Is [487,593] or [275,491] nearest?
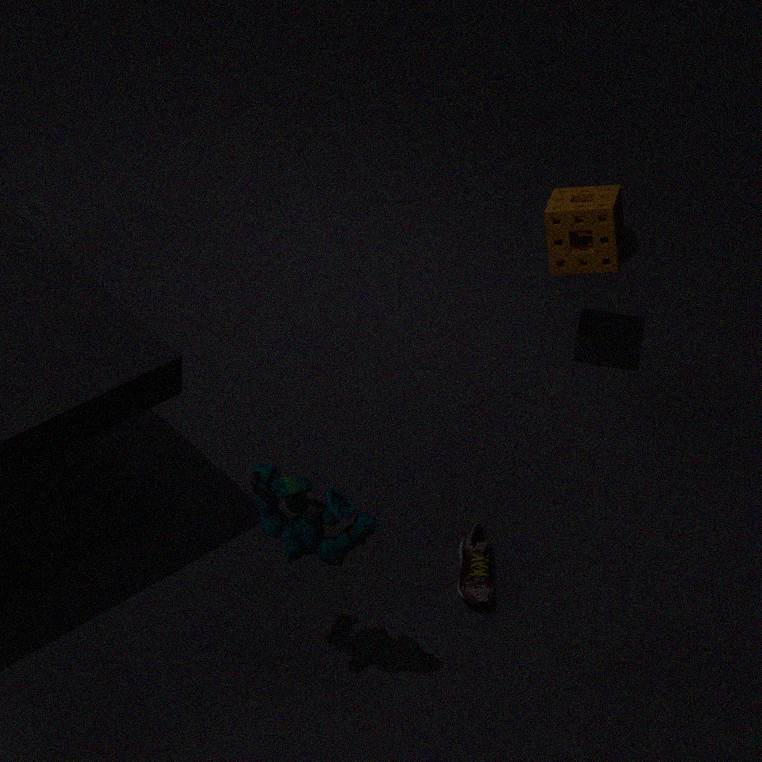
[275,491]
